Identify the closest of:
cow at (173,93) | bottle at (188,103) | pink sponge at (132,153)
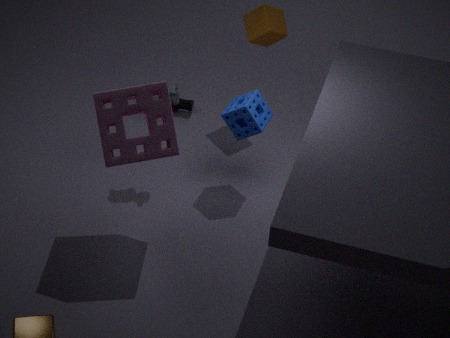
pink sponge at (132,153)
